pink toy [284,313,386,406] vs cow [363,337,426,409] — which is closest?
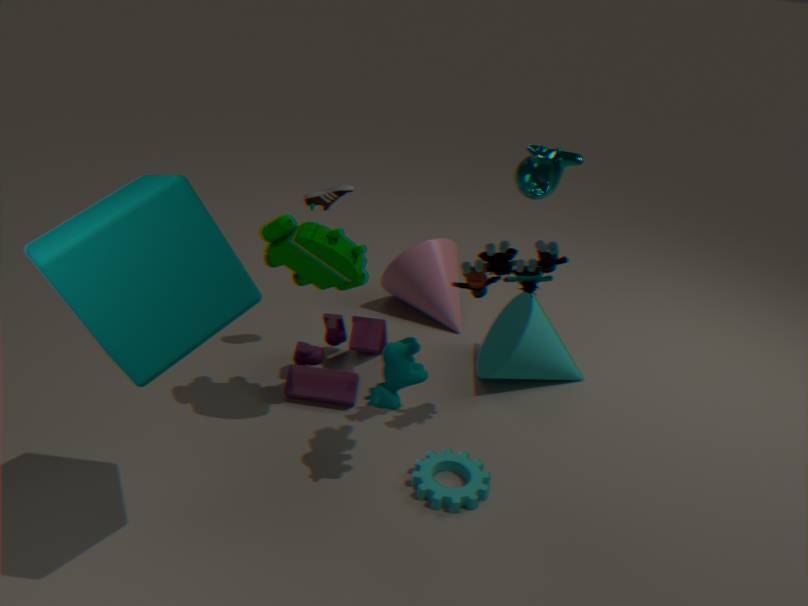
cow [363,337,426,409]
